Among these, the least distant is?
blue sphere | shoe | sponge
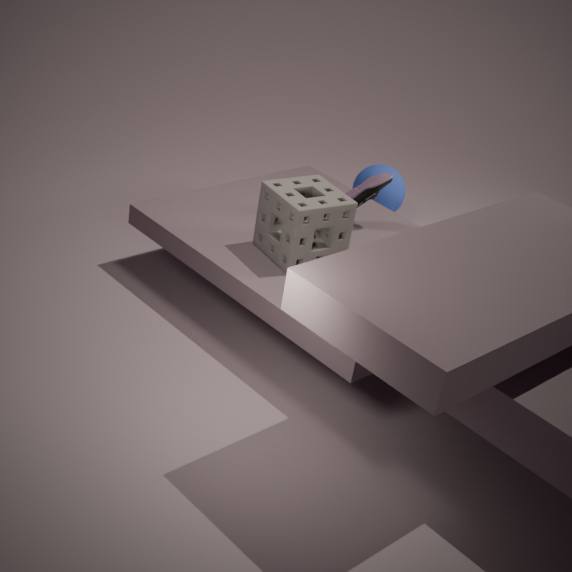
sponge
